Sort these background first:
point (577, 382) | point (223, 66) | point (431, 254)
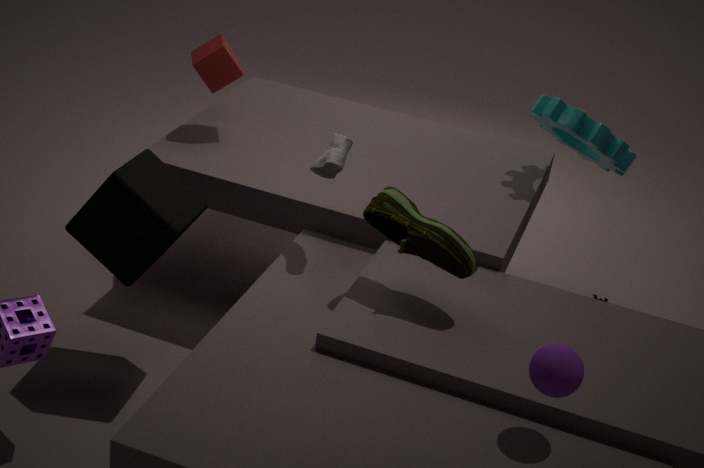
point (223, 66)
point (431, 254)
point (577, 382)
